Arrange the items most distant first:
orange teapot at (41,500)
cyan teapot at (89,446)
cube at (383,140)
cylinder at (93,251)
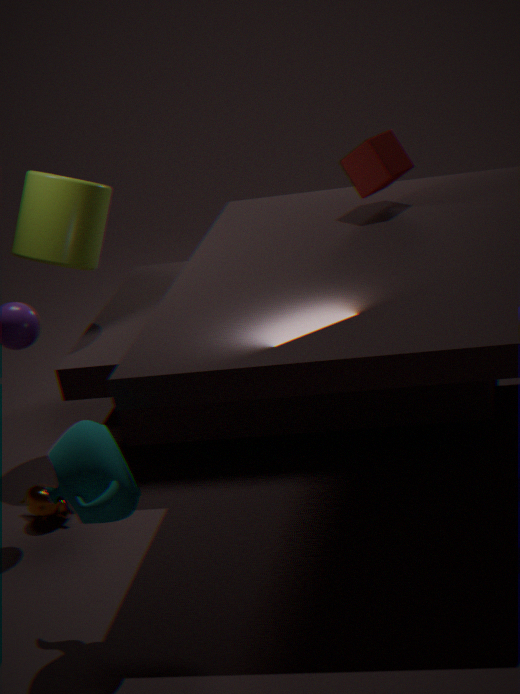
cylinder at (93,251)
cube at (383,140)
orange teapot at (41,500)
cyan teapot at (89,446)
